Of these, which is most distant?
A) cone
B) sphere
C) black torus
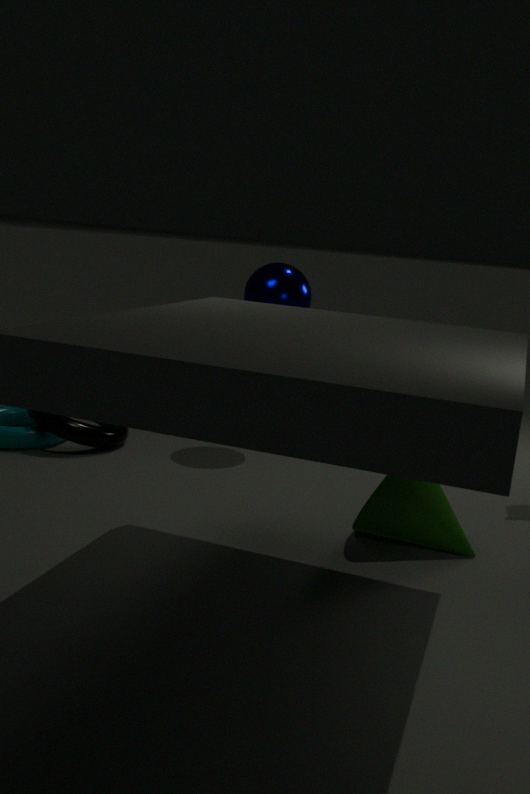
sphere
